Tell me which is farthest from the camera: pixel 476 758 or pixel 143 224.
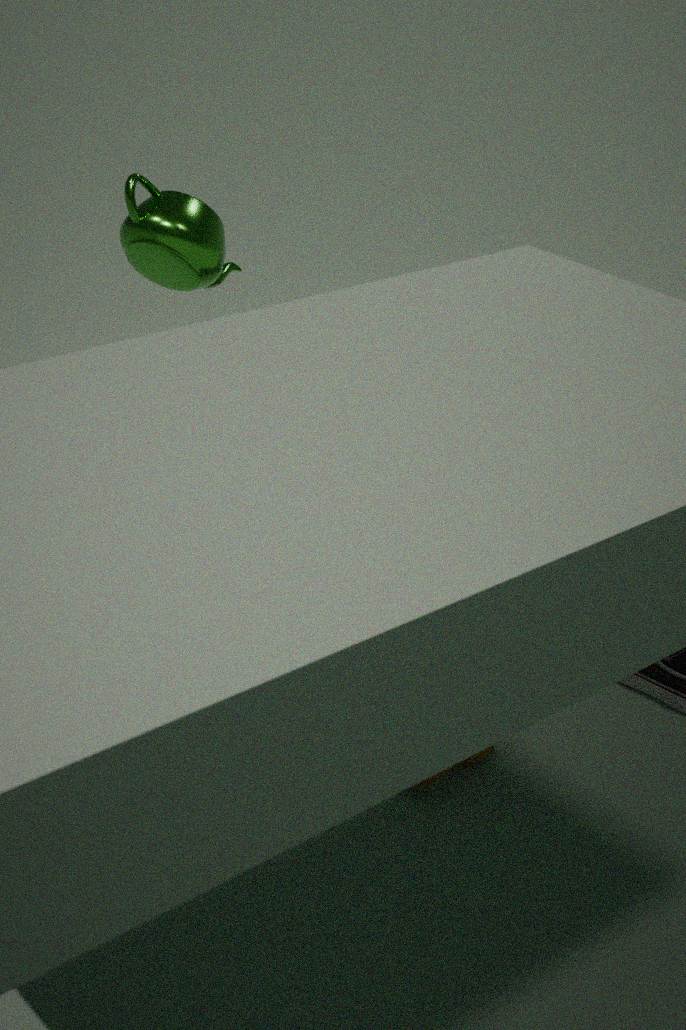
pixel 476 758
